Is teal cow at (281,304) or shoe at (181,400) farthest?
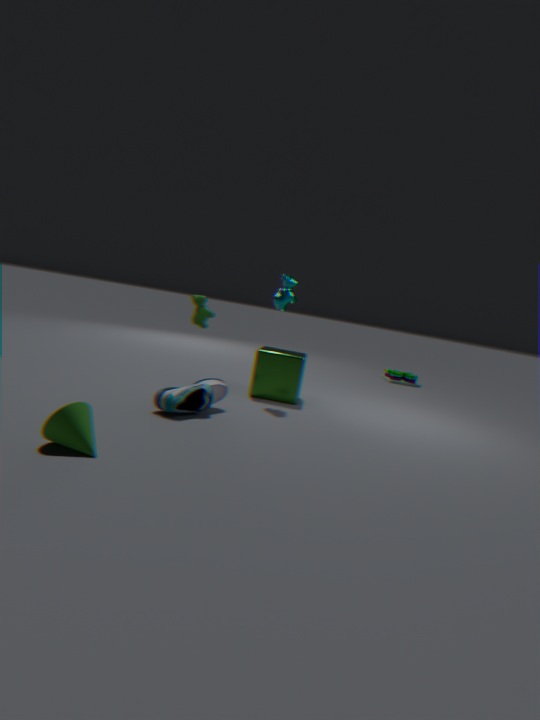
teal cow at (281,304)
